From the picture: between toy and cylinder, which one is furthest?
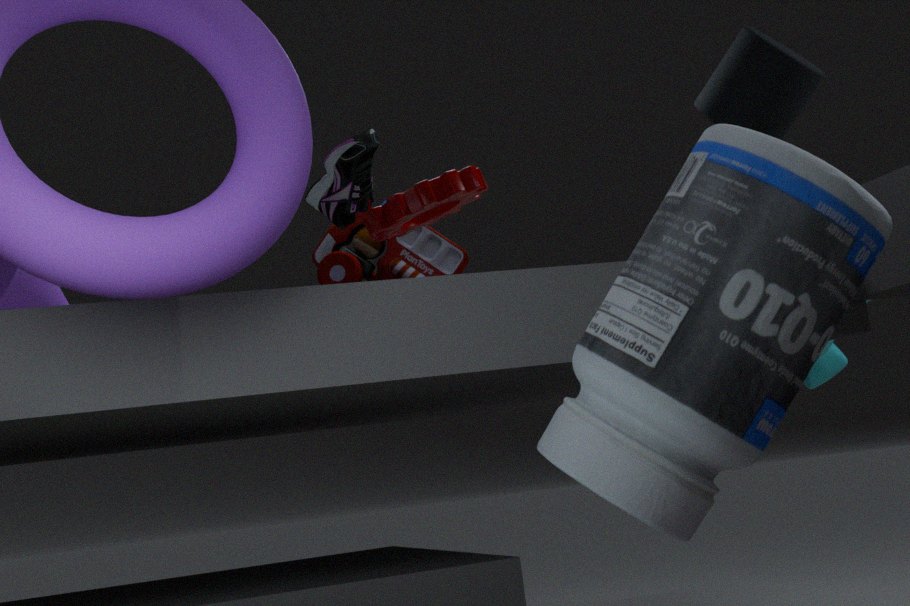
toy
